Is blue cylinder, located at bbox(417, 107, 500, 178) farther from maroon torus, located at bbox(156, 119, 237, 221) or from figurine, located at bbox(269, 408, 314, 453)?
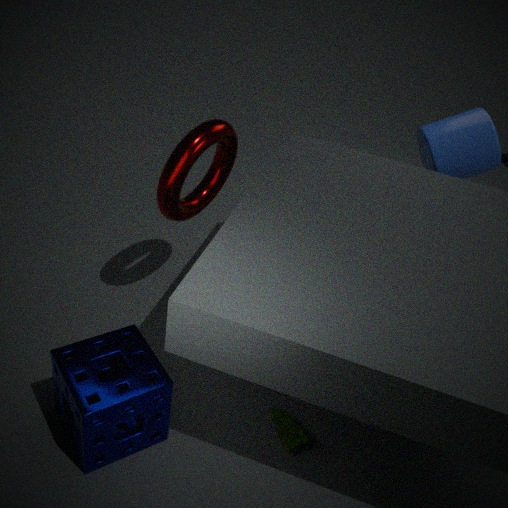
figurine, located at bbox(269, 408, 314, 453)
